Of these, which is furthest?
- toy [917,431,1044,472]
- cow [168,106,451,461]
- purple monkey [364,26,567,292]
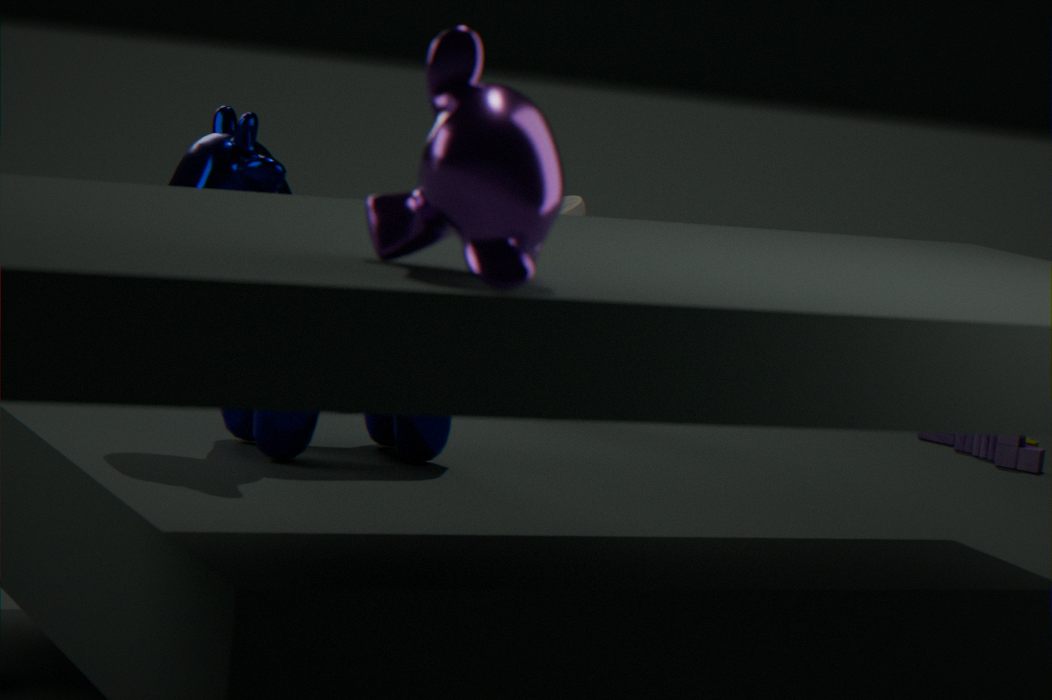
toy [917,431,1044,472]
